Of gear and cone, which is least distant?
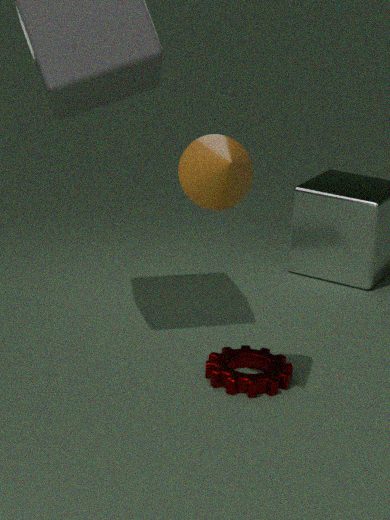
cone
